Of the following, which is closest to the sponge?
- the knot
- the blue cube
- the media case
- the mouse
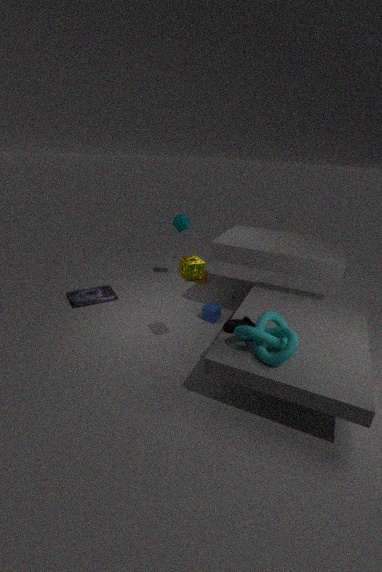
the mouse
